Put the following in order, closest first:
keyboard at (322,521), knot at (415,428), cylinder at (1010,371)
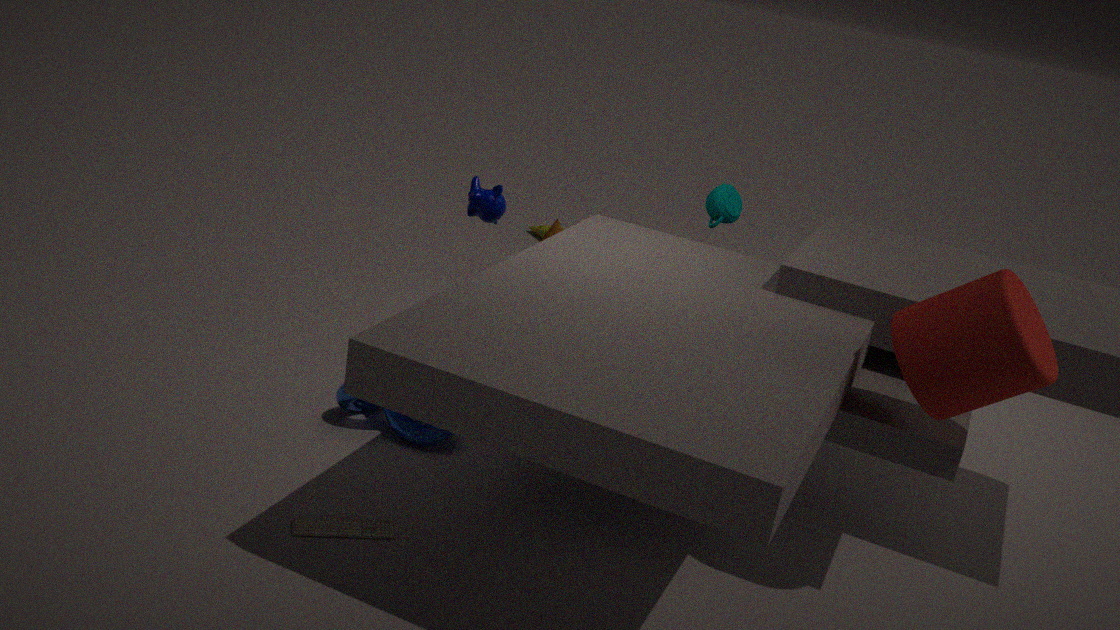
cylinder at (1010,371) → keyboard at (322,521) → knot at (415,428)
